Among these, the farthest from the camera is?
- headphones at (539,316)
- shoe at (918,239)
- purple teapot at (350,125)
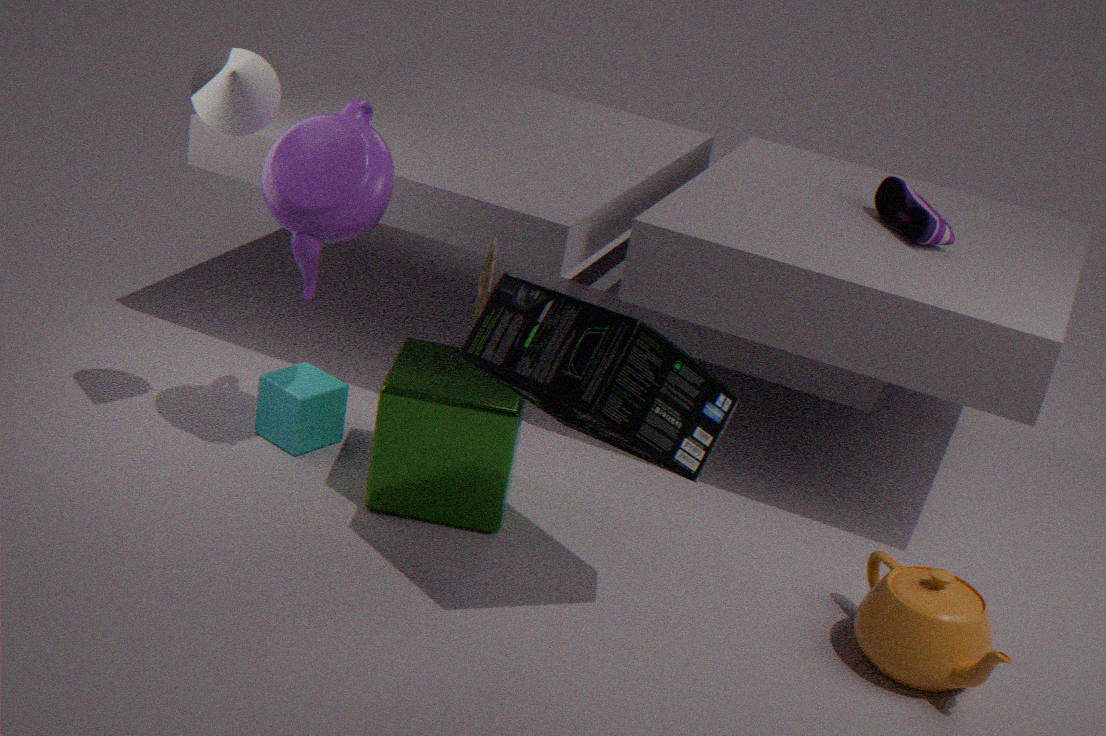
shoe at (918,239)
